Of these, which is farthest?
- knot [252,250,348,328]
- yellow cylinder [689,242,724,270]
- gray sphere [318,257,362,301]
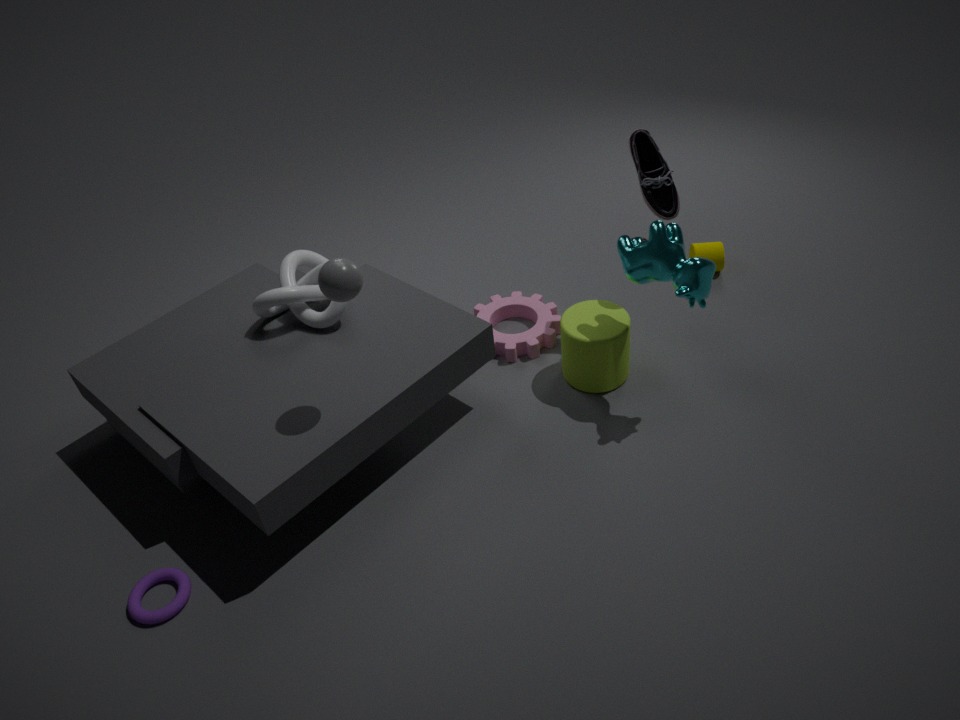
yellow cylinder [689,242,724,270]
